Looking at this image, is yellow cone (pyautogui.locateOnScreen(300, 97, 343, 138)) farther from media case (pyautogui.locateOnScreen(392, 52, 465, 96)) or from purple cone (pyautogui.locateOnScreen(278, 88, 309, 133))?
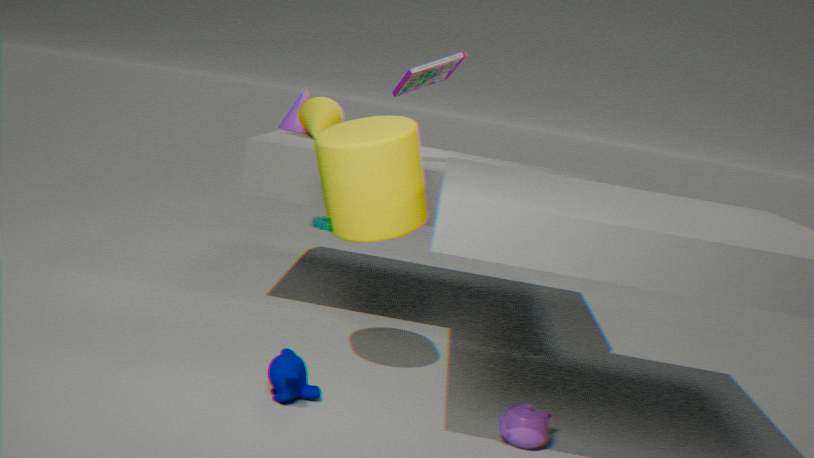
media case (pyautogui.locateOnScreen(392, 52, 465, 96))
